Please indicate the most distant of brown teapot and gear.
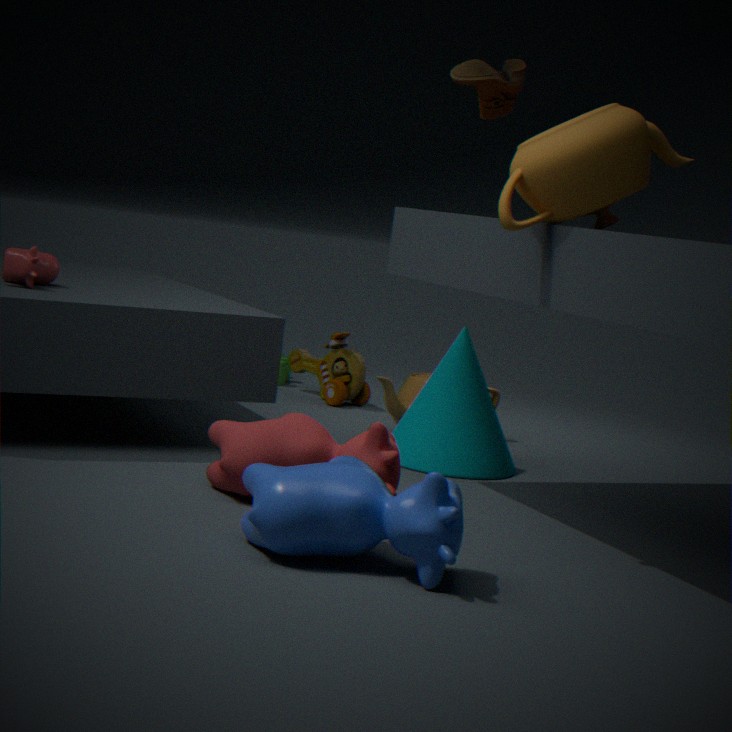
gear
